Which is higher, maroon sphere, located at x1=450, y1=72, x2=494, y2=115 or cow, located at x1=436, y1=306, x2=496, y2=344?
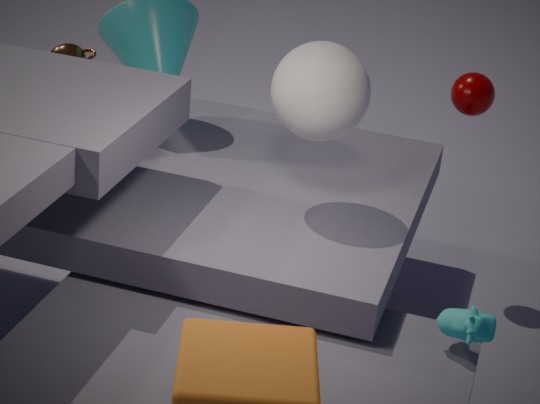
maroon sphere, located at x1=450, y1=72, x2=494, y2=115
